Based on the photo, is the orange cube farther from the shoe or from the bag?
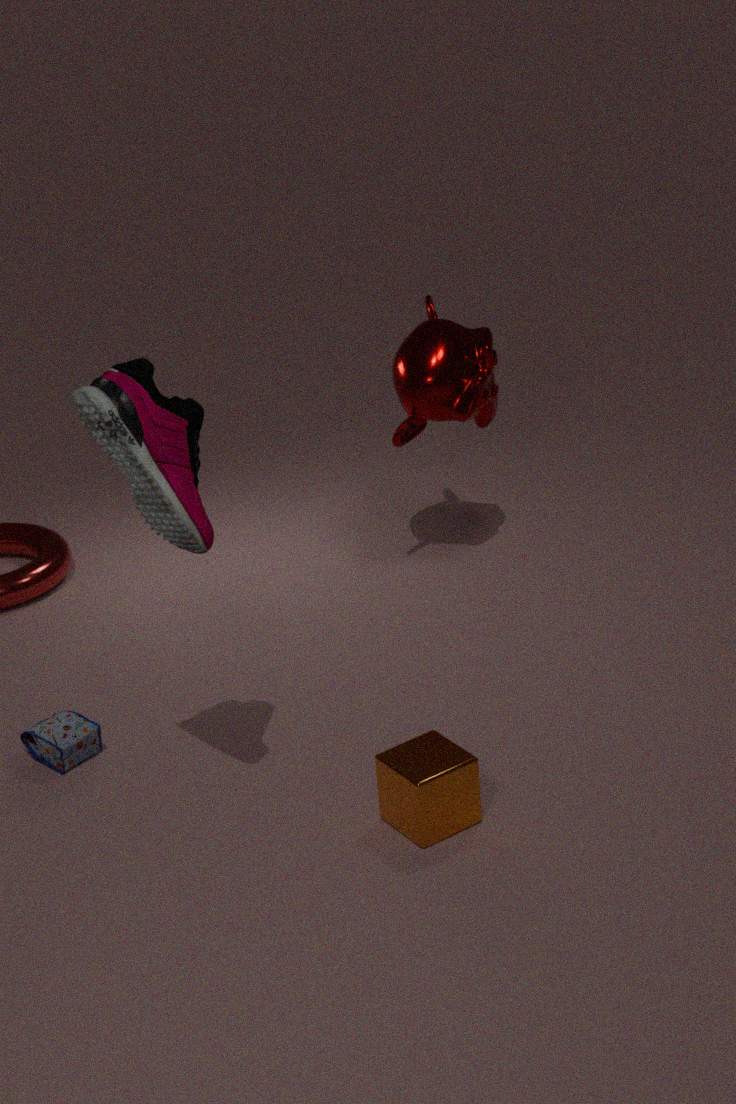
the bag
